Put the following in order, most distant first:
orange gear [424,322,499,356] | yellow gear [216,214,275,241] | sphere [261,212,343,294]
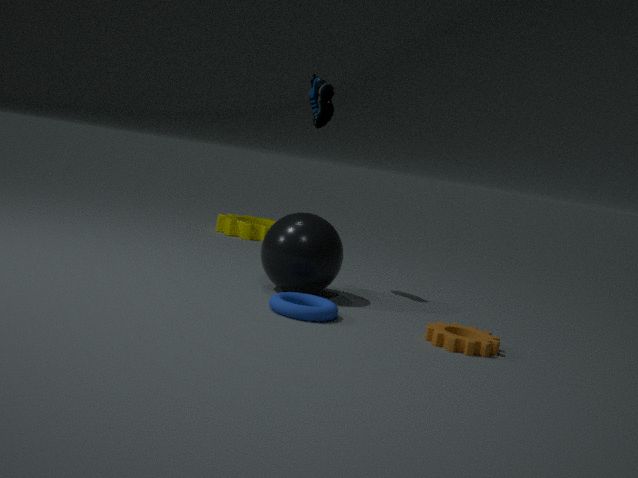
yellow gear [216,214,275,241] → sphere [261,212,343,294] → orange gear [424,322,499,356]
